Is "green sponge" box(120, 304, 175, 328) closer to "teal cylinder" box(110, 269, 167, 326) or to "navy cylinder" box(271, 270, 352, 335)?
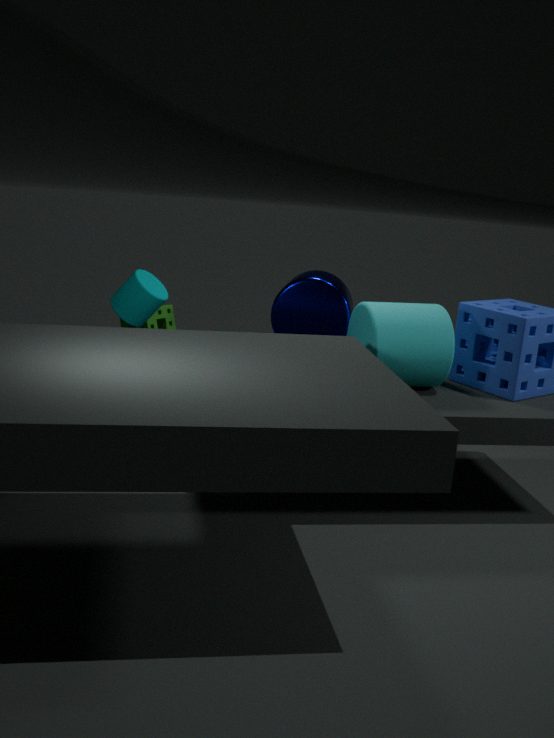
"teal cylinder" box(110, 269, 167, 326)
